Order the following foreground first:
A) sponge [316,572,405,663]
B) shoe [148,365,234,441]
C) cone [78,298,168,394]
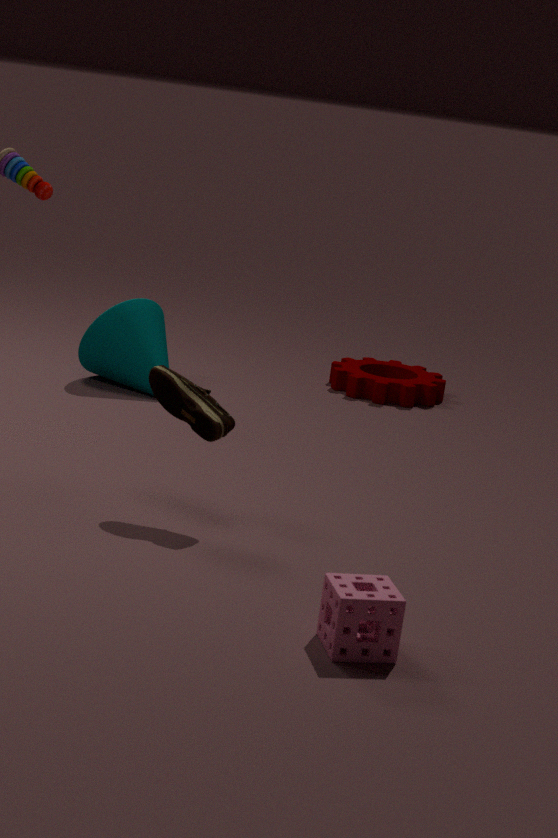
sponge [316,572,405,663] → shoe [148,365,234,441] → cone [78,298,168,394]
